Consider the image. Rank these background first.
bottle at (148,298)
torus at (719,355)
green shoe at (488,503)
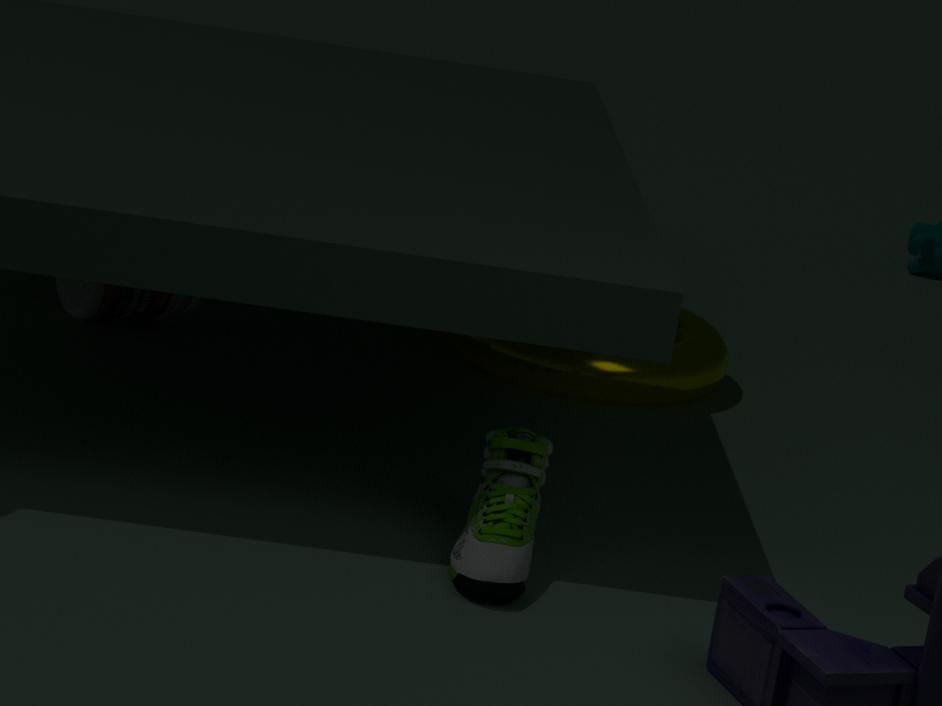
torus at (719,355) < bottle at (148,298) < green shoe at (488,503)
